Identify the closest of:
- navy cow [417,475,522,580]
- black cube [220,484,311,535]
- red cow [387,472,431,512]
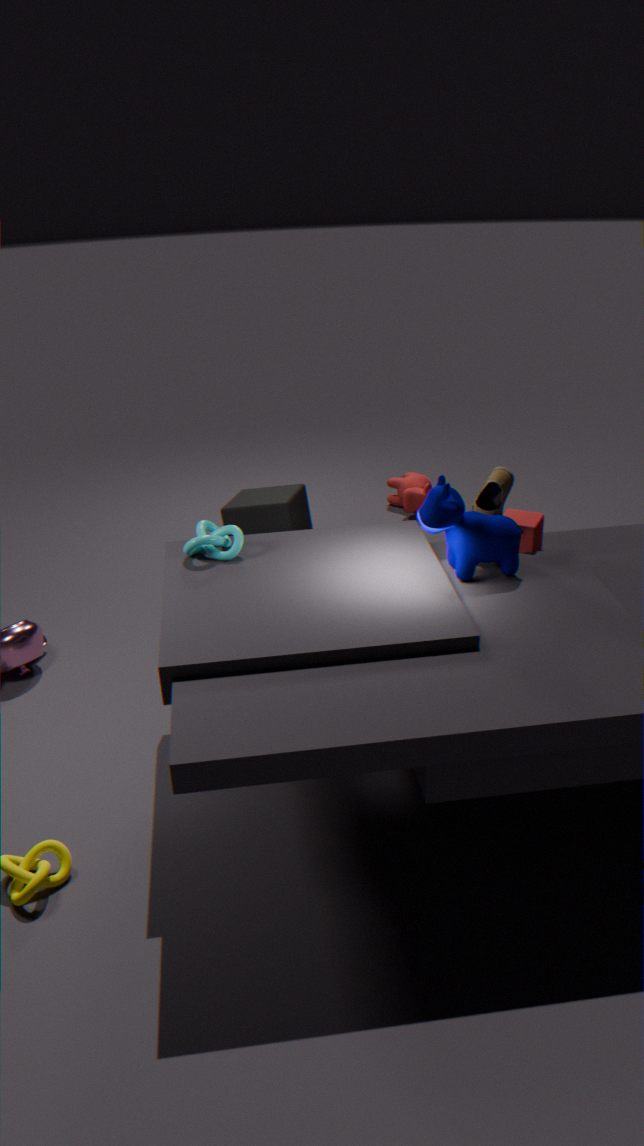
navy cow [417,475,522,580]
